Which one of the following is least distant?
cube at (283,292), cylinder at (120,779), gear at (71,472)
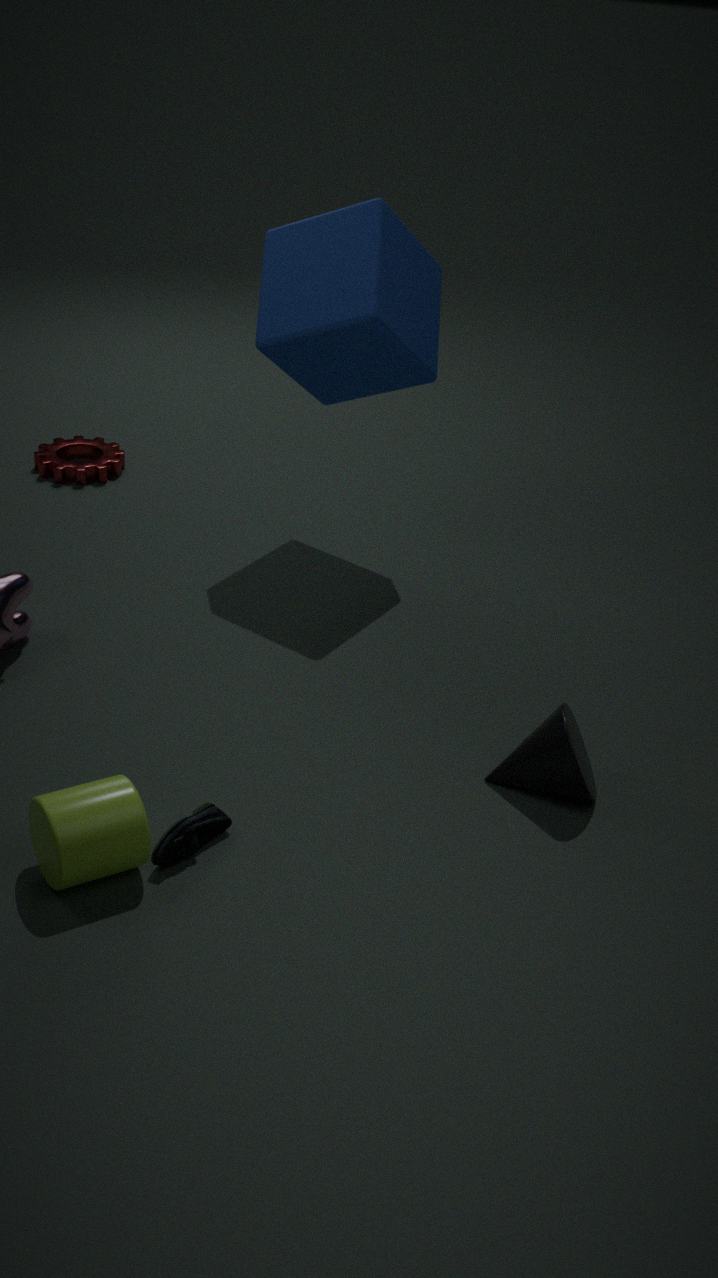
cylinder at (120,779)
